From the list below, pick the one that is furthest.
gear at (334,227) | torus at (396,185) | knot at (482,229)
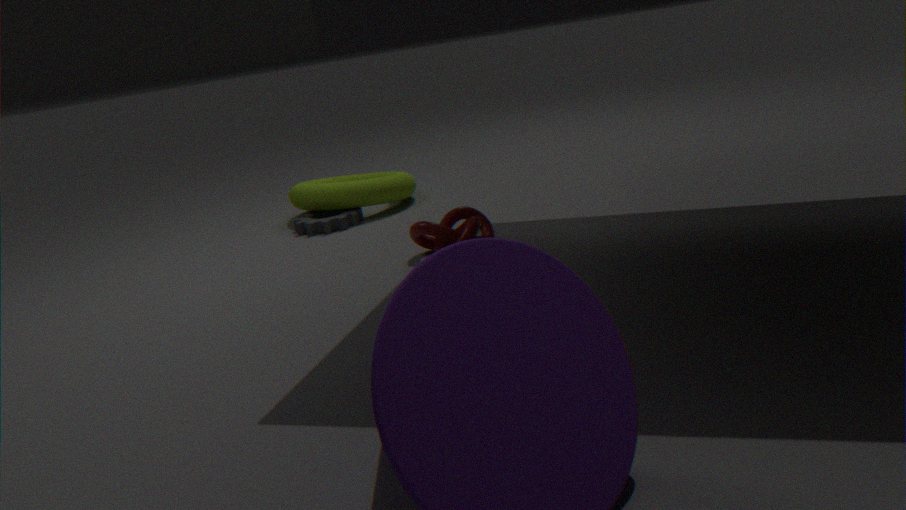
torus at (396,185)
